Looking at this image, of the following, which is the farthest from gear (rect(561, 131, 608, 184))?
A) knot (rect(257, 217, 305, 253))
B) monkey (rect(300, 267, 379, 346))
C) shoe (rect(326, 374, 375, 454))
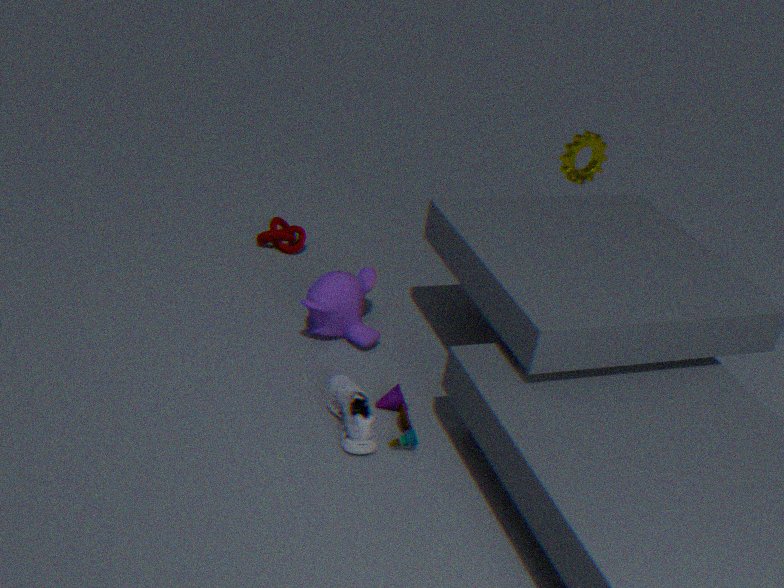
shoe (rect(326, 374, 375, 454))
